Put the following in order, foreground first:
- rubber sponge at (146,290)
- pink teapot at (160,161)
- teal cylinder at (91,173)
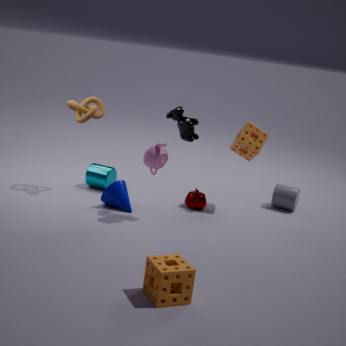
rubber sponge at (146,290)
pink teapot at (160,161)
teal cylinder at (91,173)
